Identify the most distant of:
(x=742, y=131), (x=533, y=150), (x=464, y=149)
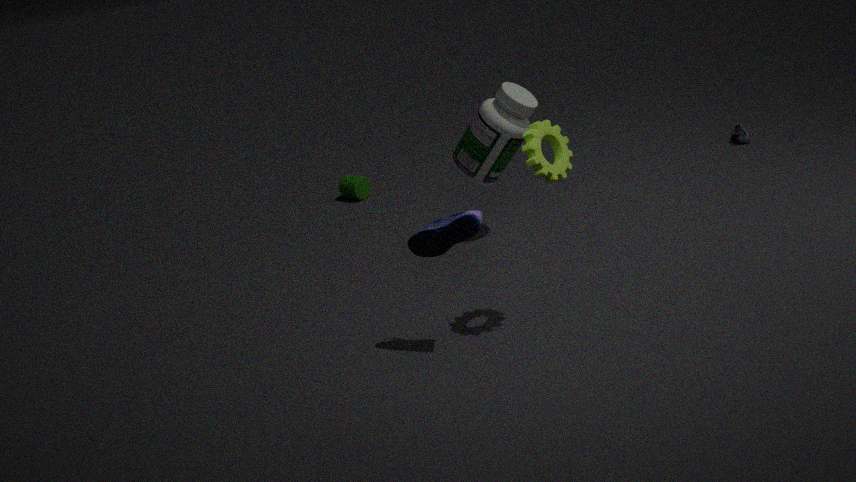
(x=742, y=131)
